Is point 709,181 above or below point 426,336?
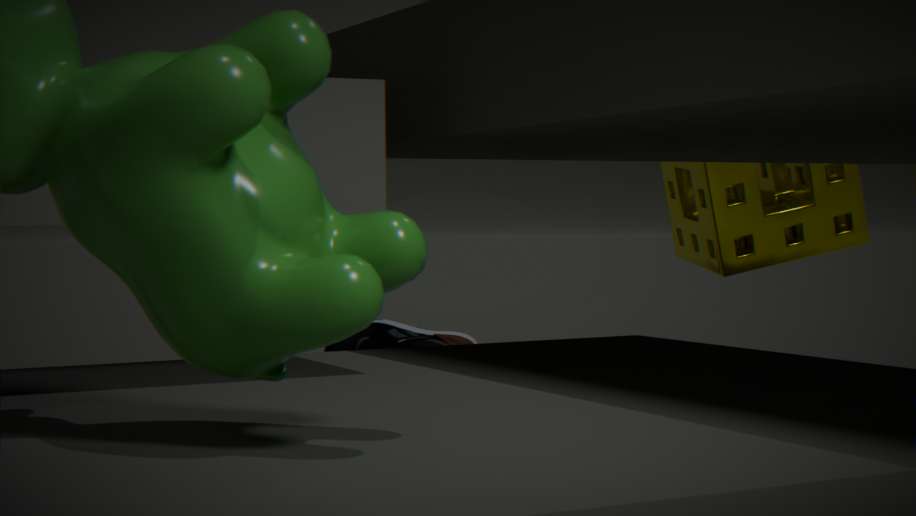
above
